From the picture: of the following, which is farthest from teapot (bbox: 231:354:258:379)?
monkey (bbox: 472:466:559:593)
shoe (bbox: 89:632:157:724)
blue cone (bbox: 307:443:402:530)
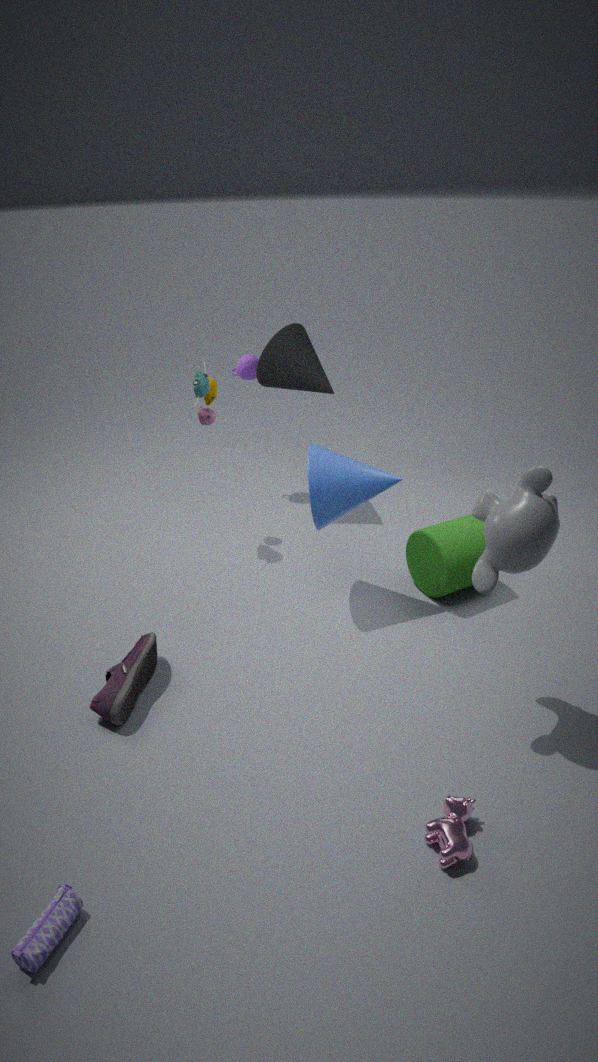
monkey (bbox: 472:466:559:593)
